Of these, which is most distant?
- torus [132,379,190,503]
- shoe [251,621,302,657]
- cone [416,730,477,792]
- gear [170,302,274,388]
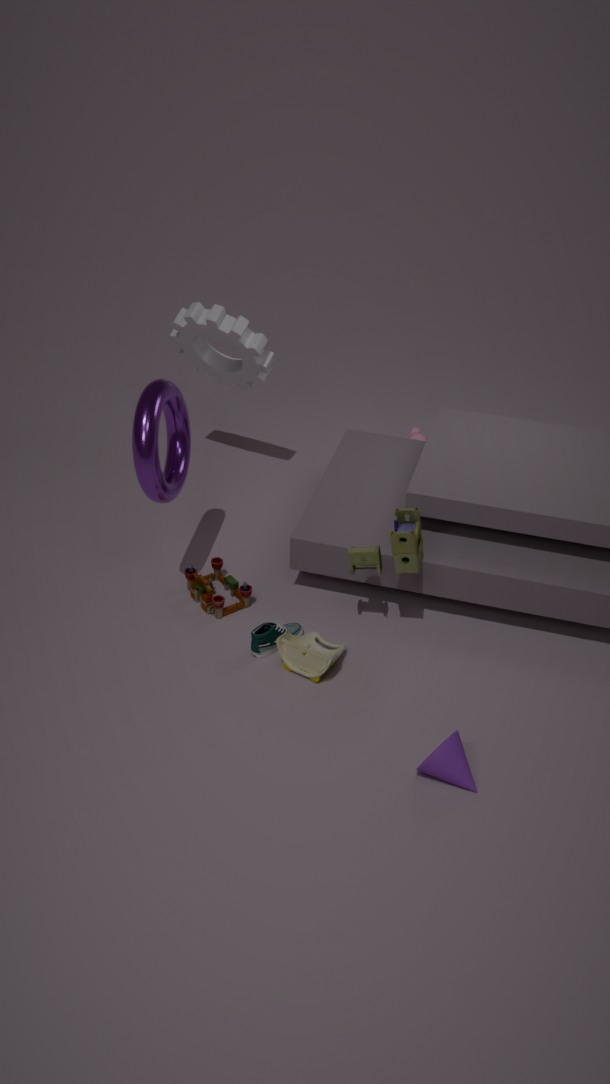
gear [170,302,274,388]
